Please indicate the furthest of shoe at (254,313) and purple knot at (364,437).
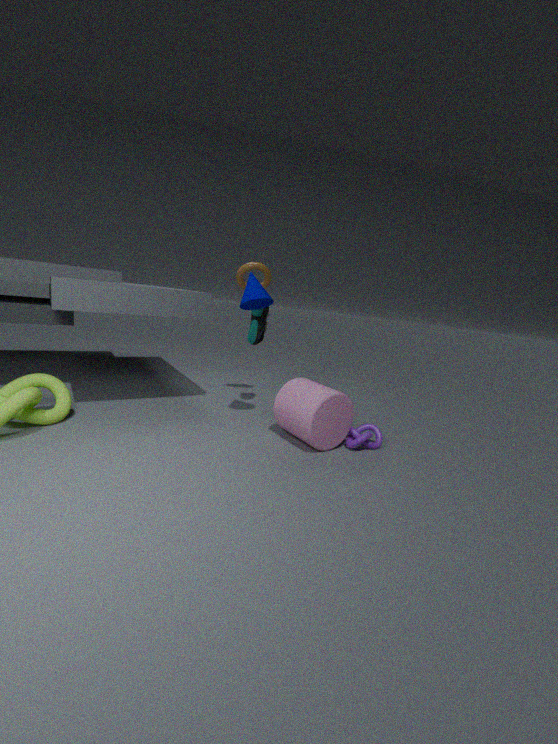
shoe at (254,313)
